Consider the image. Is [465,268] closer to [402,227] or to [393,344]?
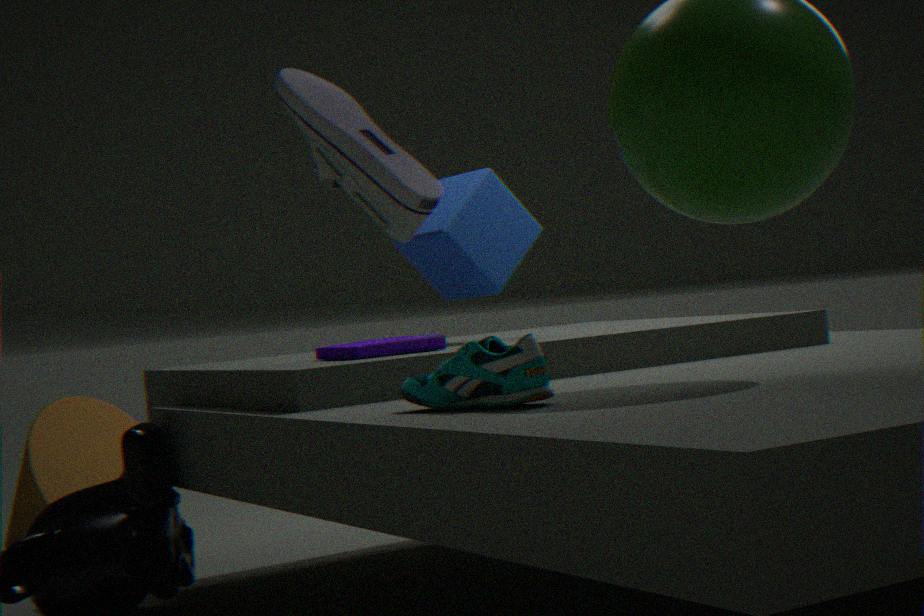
[393,344]
